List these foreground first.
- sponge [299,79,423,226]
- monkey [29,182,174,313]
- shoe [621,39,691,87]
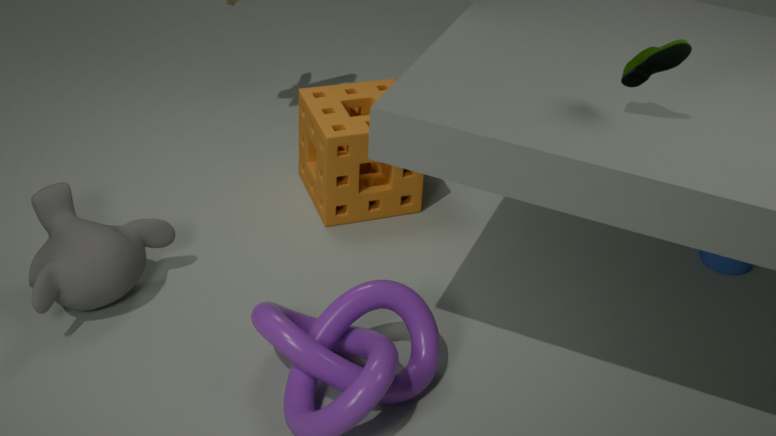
shoe [621,39,691,87] → monkey [29,182,174,313] → sponge [299,79,423,226]
